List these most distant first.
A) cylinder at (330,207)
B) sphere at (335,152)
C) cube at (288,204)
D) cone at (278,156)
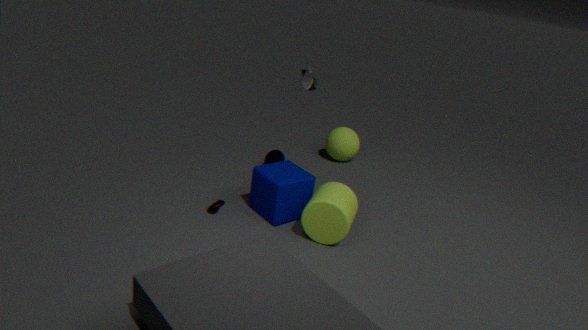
sphere at (335,152) → cone at (278,156) → cube at (288,204) → cylinder at (330,207)
